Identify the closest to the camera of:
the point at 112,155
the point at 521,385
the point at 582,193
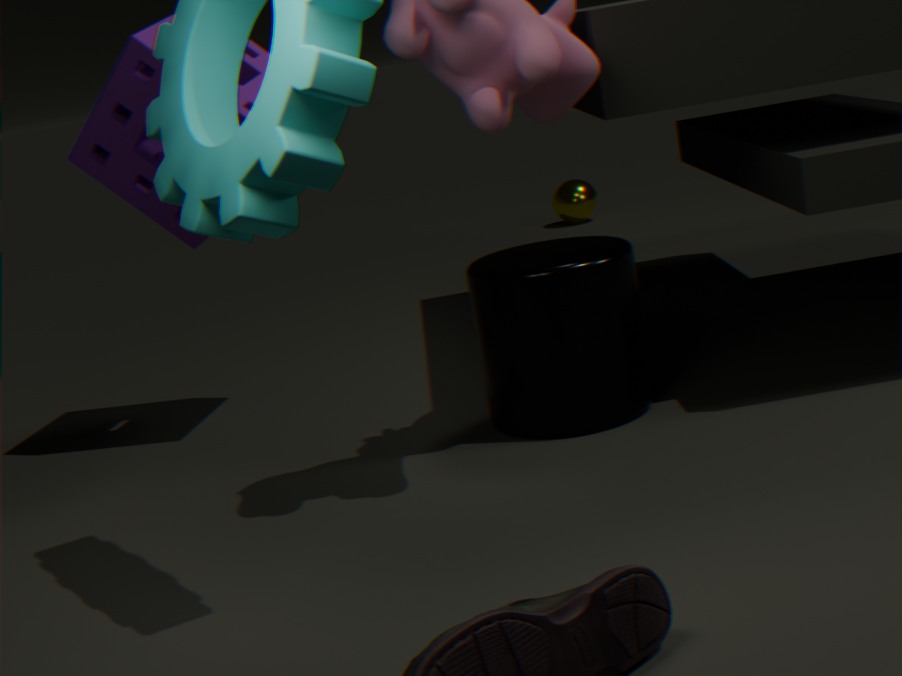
the point at 521,385
